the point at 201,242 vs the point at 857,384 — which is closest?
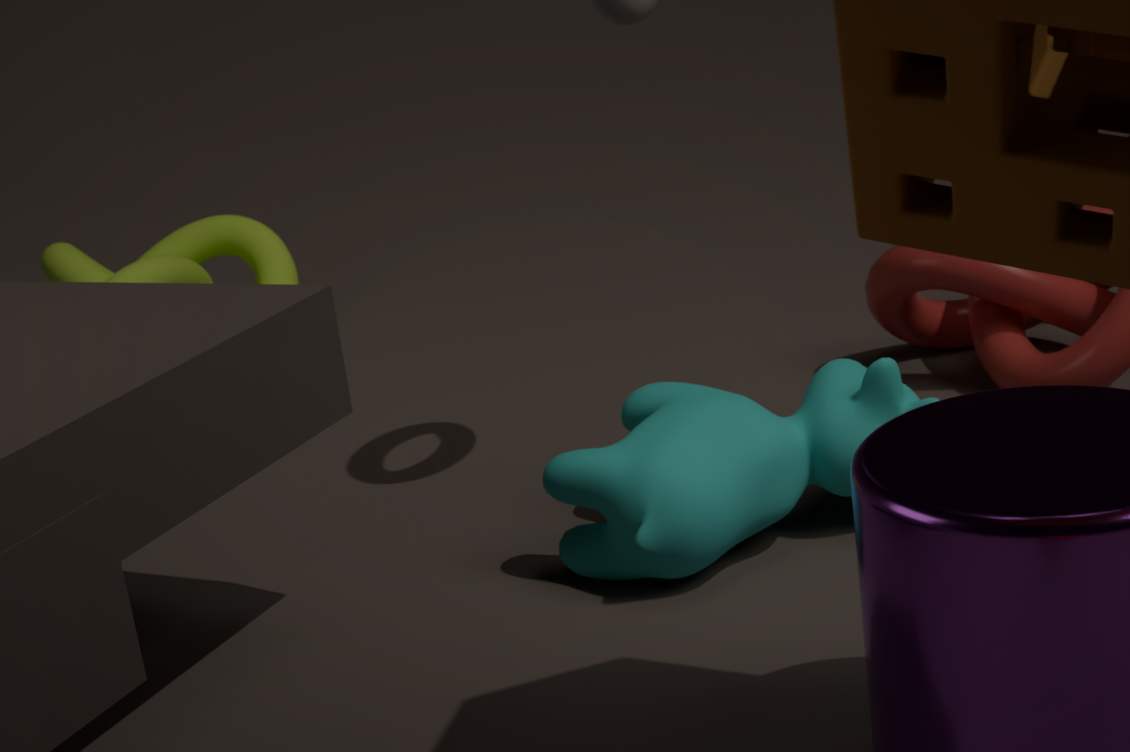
the point at 857,384
